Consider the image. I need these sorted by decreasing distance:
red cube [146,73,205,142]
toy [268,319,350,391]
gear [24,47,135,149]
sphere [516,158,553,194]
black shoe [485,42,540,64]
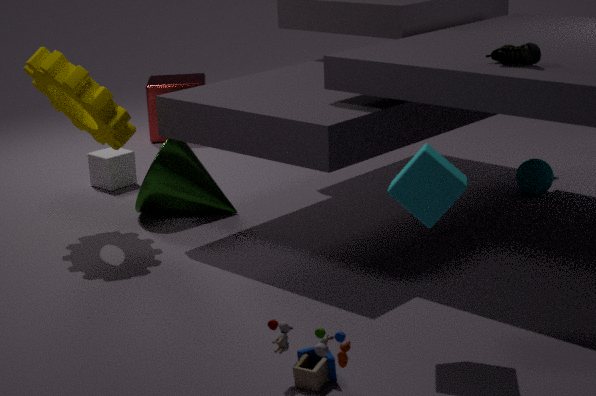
red cube [146,73,205,142], sphere [516,158,553,194], gear [24,47,135,149], black shoe [485,42,540,64], toy [268,319,350,391]
